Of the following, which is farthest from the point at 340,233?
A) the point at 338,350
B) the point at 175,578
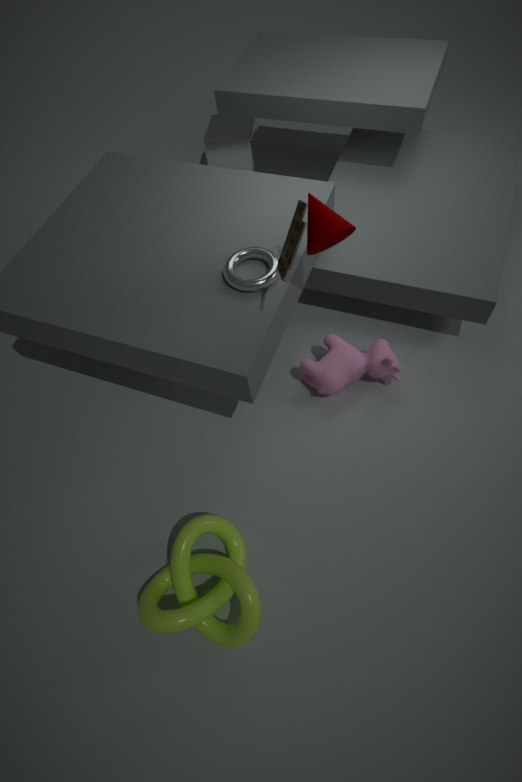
the point at 175,578
